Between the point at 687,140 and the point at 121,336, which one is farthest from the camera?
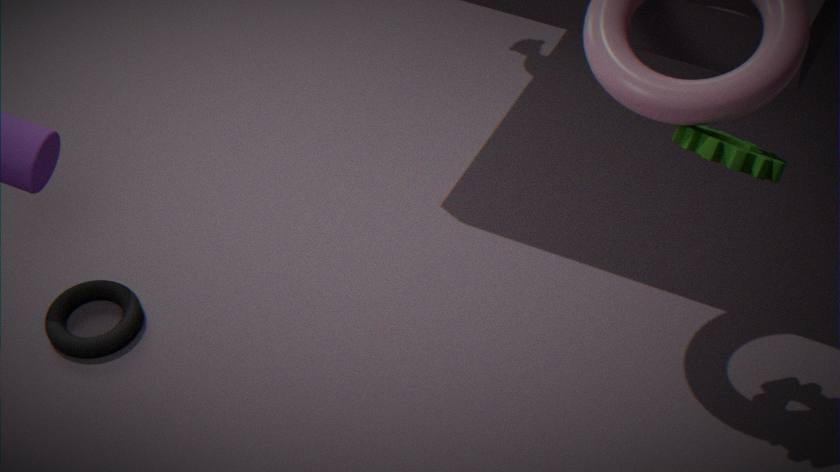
the point at 121,336
